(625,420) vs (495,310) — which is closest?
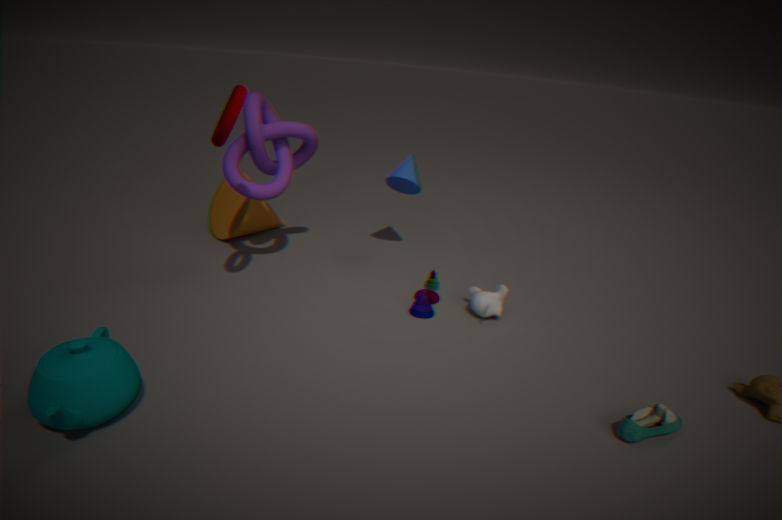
(625,420)
